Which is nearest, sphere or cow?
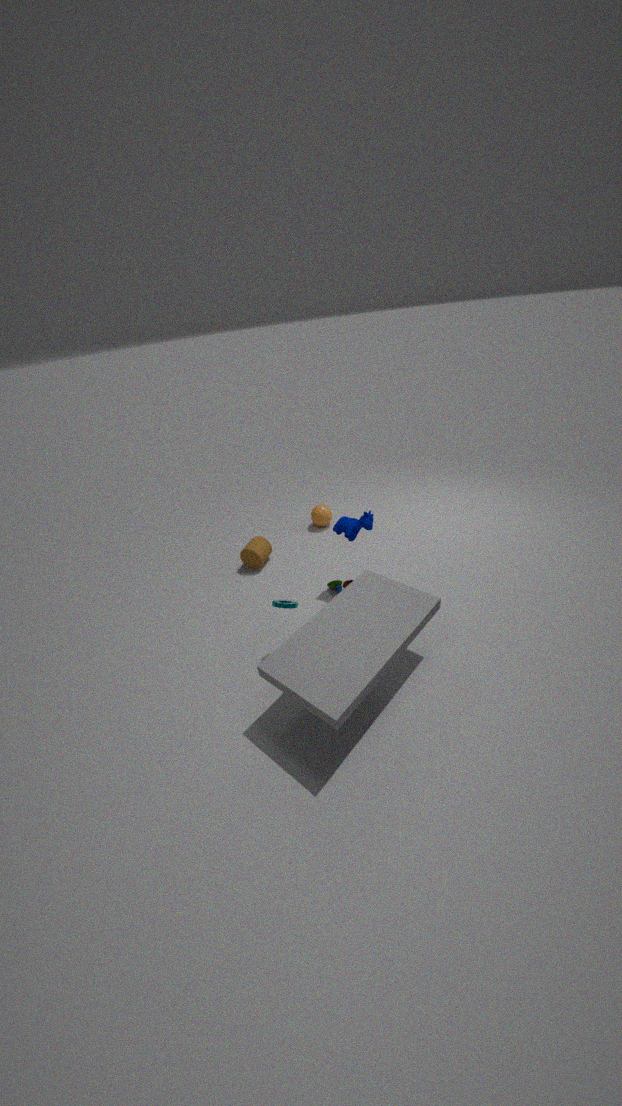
cow
